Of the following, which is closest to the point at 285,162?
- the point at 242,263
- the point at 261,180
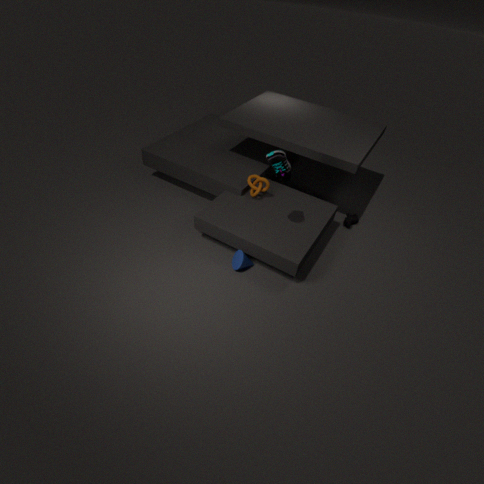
the point at 261,180
